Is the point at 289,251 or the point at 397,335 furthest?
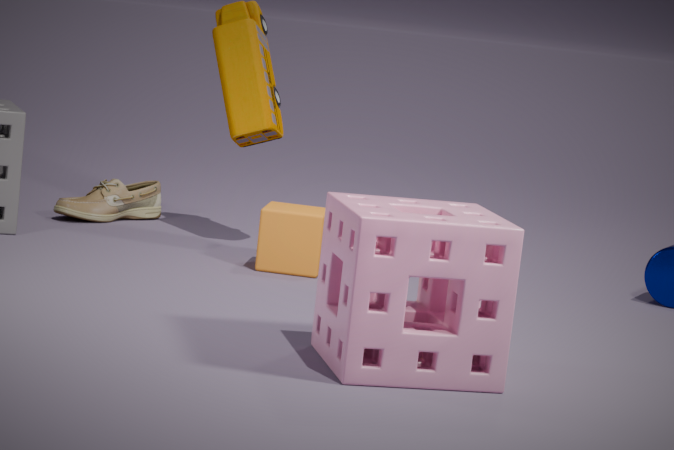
the point at 289,251
